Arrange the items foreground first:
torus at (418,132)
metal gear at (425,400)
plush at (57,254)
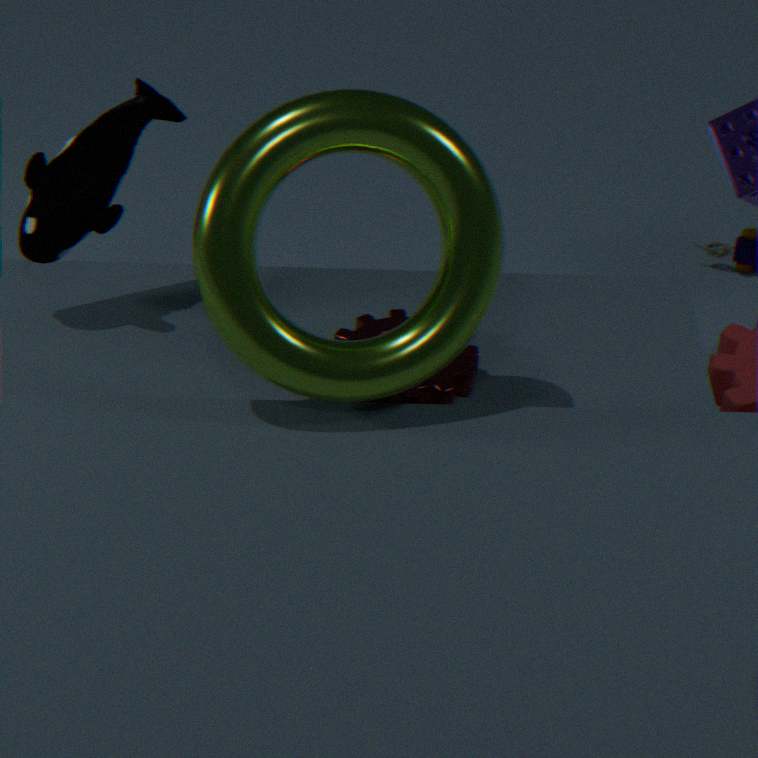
torus at (418,132), metal gear at (425,400), plush at (57,254)
